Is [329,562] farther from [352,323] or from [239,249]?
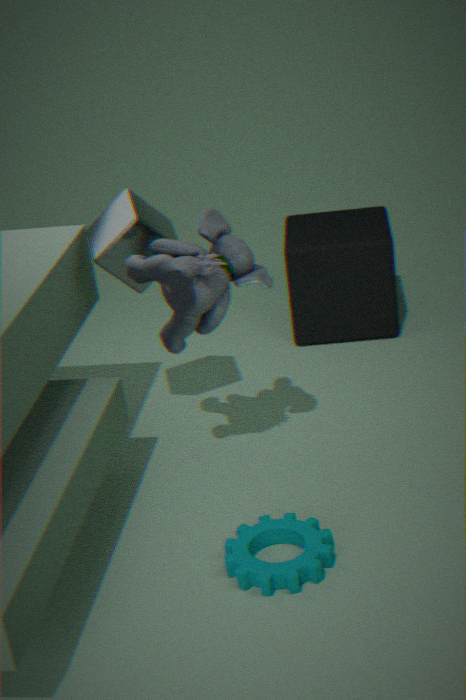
[352,323]
